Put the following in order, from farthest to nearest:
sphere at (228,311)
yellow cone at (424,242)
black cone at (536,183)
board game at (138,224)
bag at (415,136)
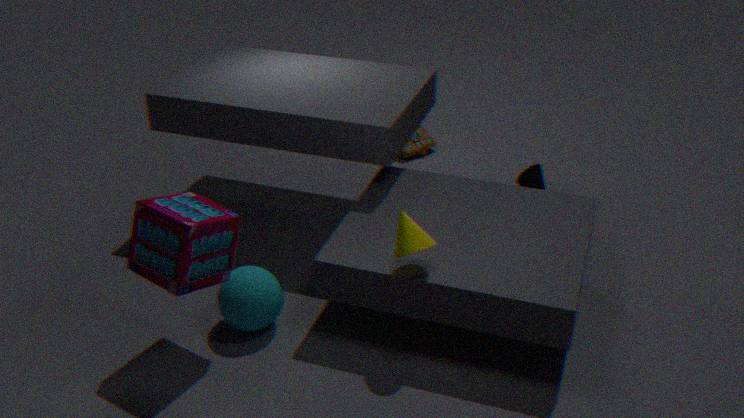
1. bag at (415,136)
2. black cone at (536,183)
3. sphere at (228,311)
4. yellow cone at (424,242)
5. board game at (138,224)
